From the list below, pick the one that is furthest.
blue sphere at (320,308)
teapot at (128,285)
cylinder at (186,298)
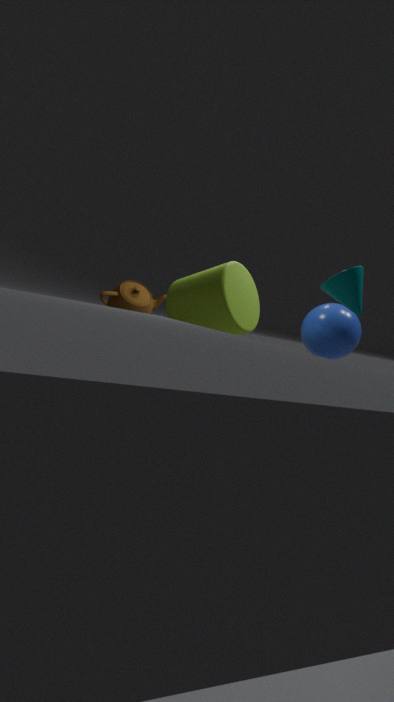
teapot at (128,285)
